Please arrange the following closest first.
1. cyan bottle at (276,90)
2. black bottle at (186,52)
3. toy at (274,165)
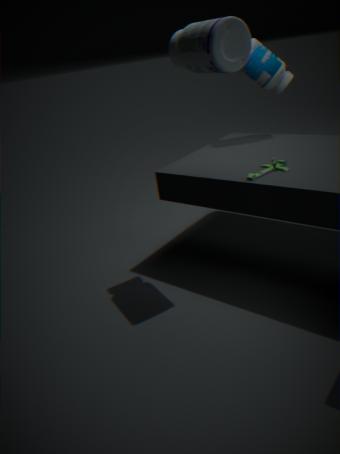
black bottle at (186,52) < toy at (274,165) < cyan bottle at (276,90)
